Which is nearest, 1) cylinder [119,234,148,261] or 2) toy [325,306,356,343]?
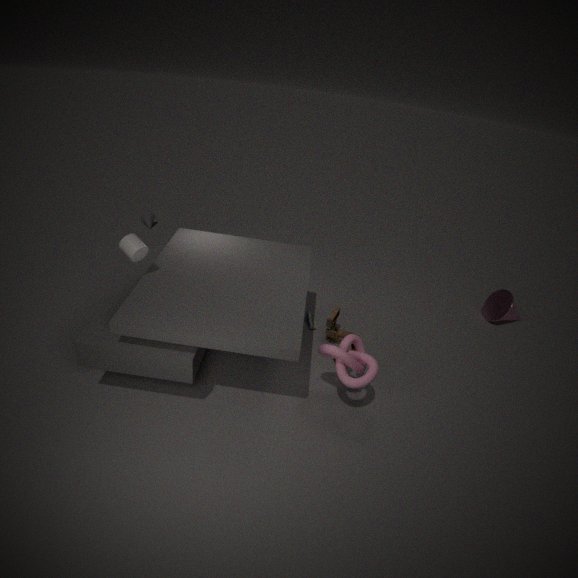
1. cylinder [119,234,148,261]
